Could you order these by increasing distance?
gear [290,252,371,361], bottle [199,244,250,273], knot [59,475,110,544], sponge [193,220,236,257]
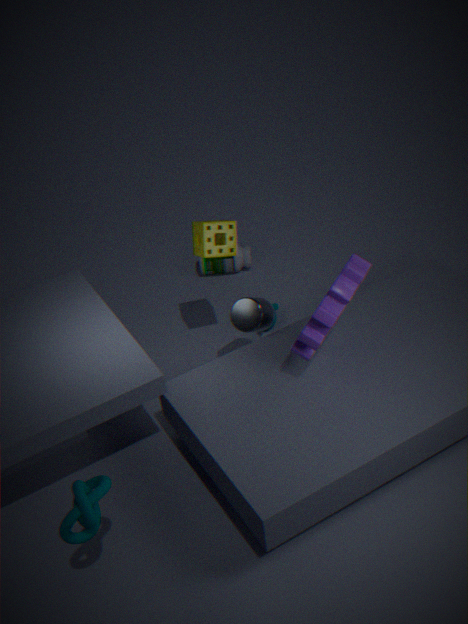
knot [59,475,110,544] < gear [290,252,371,361] < sponge [193,220,236,257] < bottle [199,244,250,273]
